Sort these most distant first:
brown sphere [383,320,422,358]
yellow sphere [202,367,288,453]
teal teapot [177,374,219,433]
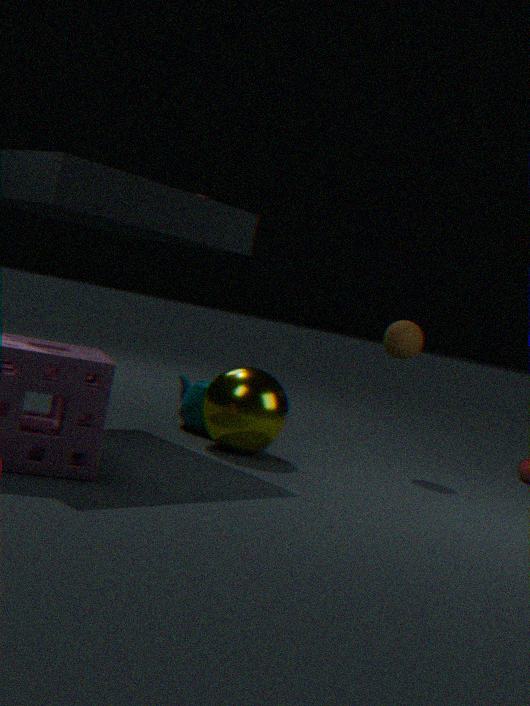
brown sphere [383,320,422,358], teal teapot [177,374,219,433], yellow sphere [202,367,288,453]
